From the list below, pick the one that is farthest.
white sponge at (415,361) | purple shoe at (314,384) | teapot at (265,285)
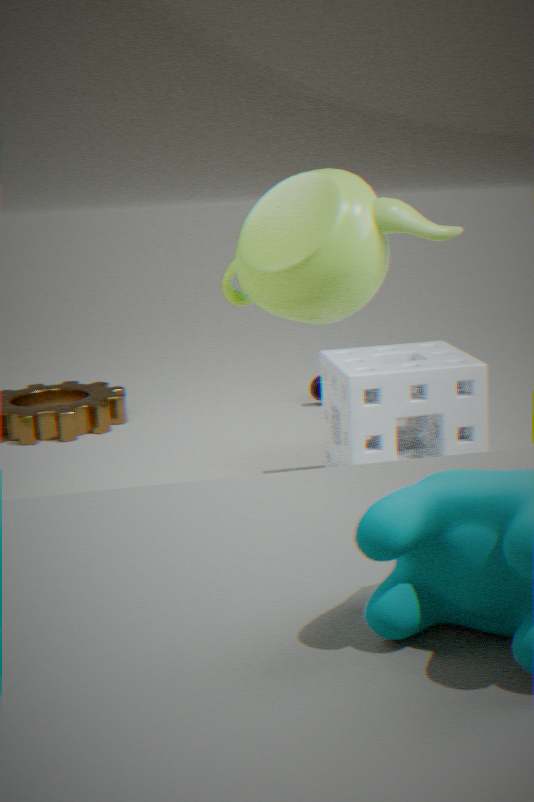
purple shoe at (314,384)
